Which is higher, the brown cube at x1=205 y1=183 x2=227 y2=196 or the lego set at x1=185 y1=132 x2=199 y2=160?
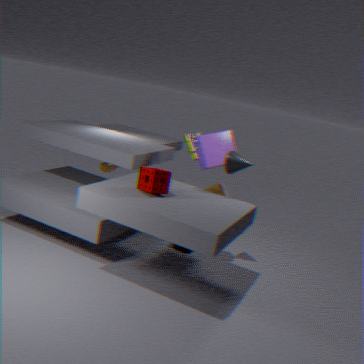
the lego set at x1=185 y1=132 x2=199 y2=160
